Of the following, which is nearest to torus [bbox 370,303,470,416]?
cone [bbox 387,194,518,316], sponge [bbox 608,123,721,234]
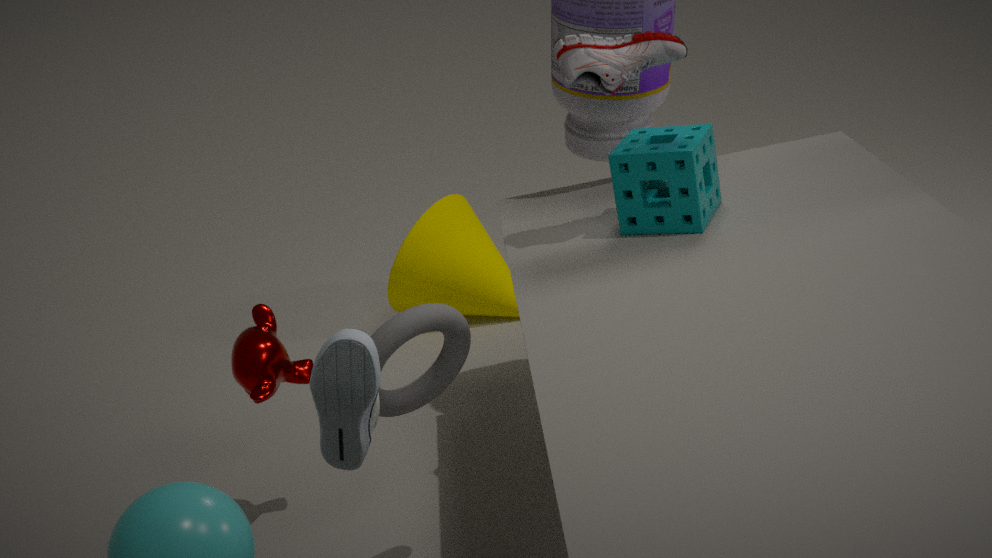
sponge [bbox 608,123,721,234]
